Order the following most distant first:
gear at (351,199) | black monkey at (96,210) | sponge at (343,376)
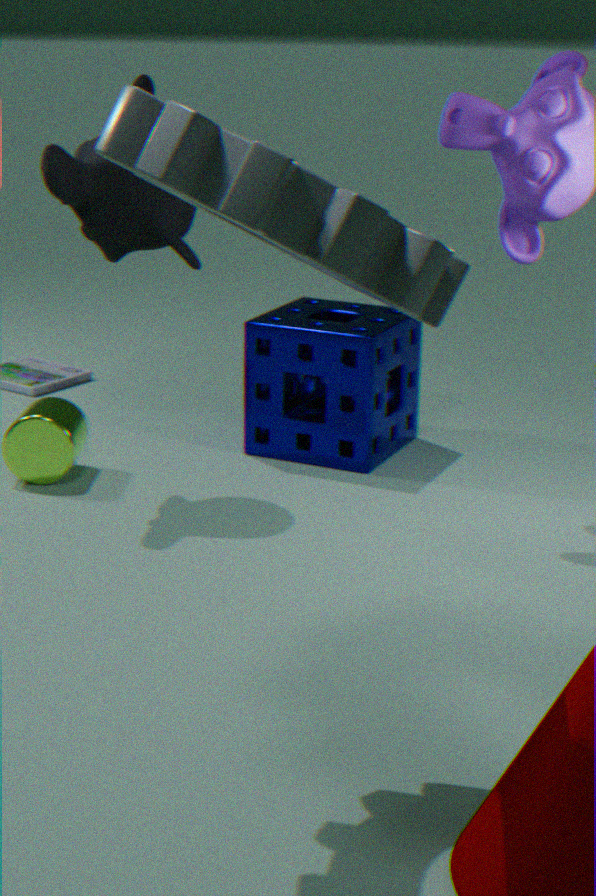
sponge at (343,376) → black monkey at (96,210) → gear at (351,199)
